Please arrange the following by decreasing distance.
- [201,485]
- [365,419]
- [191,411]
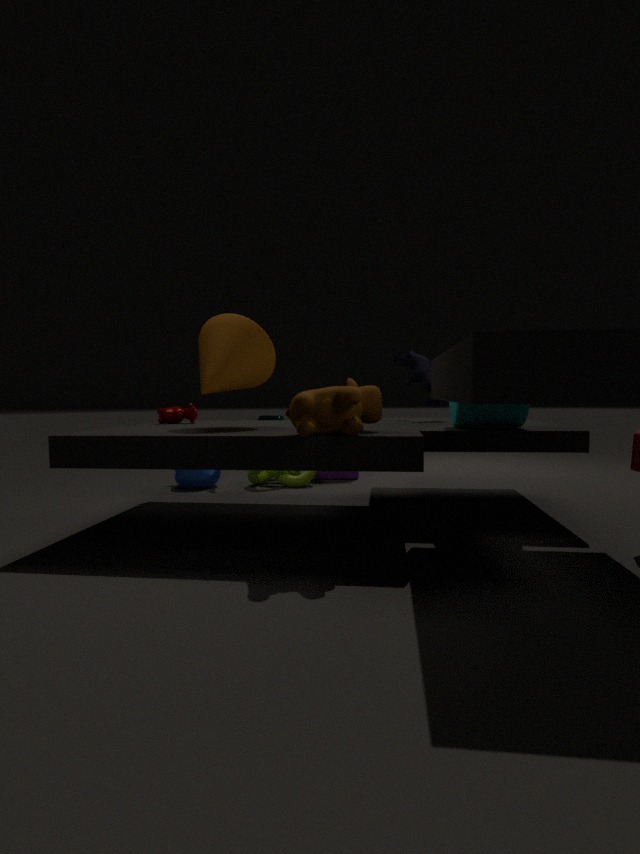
[201,485], [191,411], [365,419]
